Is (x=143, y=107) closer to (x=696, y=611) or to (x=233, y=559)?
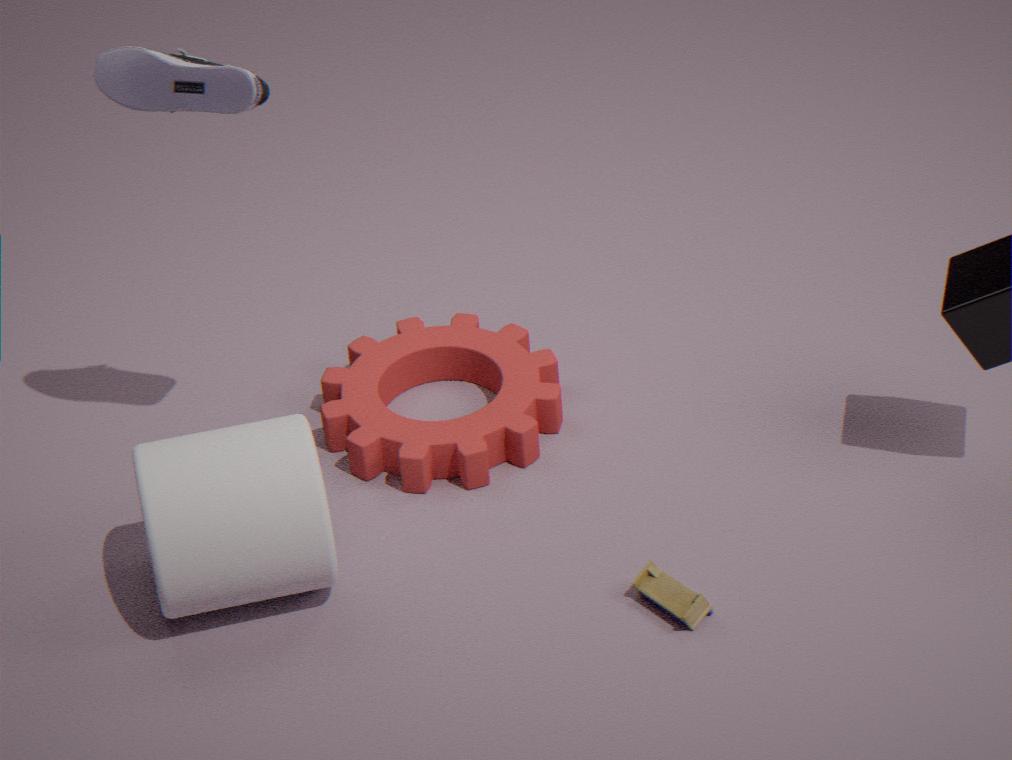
(x=233, y=559)
